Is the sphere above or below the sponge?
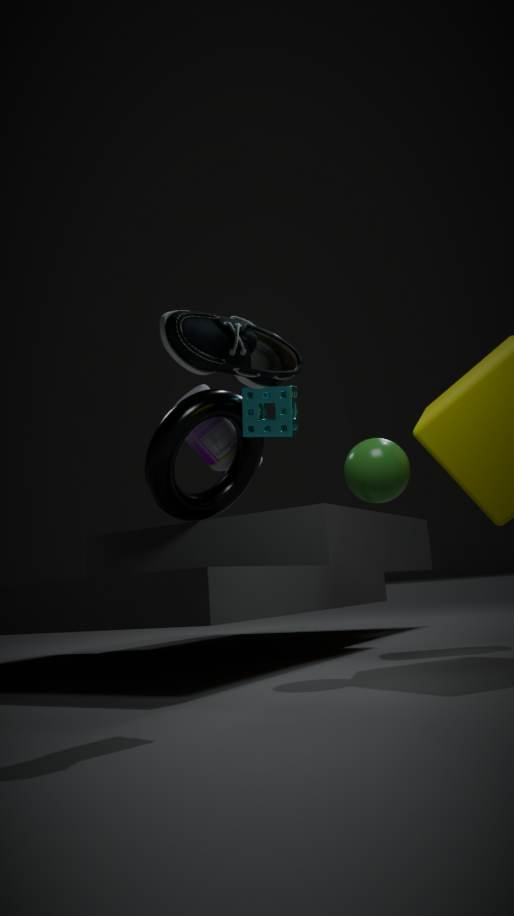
below
